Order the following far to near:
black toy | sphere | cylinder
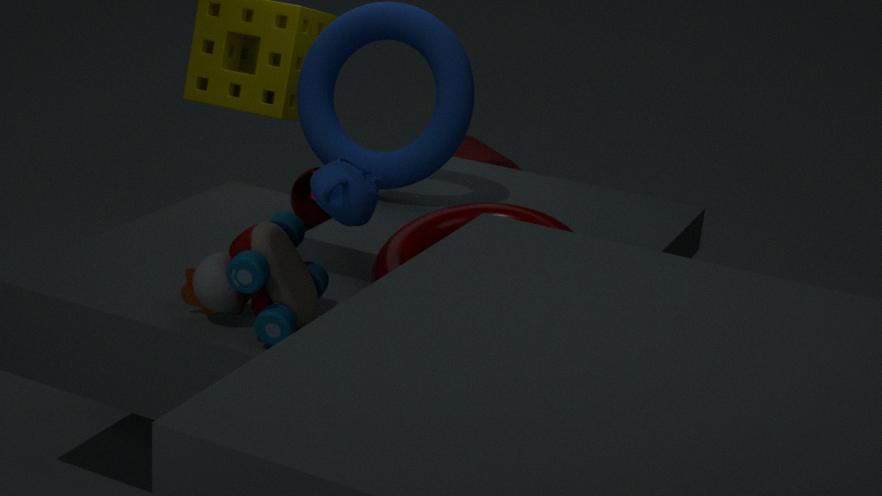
cylinder
sphere
black toy
